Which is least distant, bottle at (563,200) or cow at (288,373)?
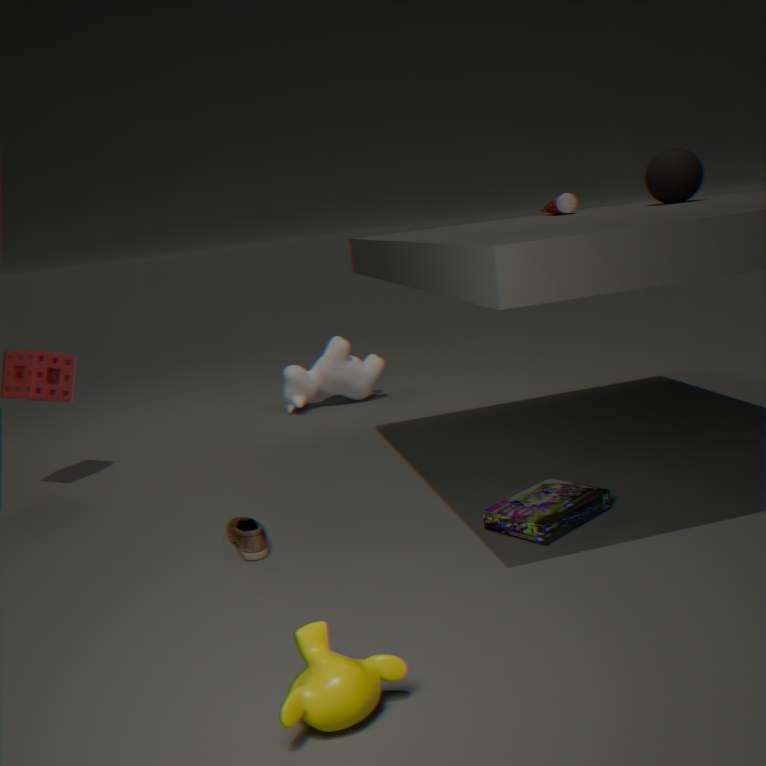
bottle at (563,200)
